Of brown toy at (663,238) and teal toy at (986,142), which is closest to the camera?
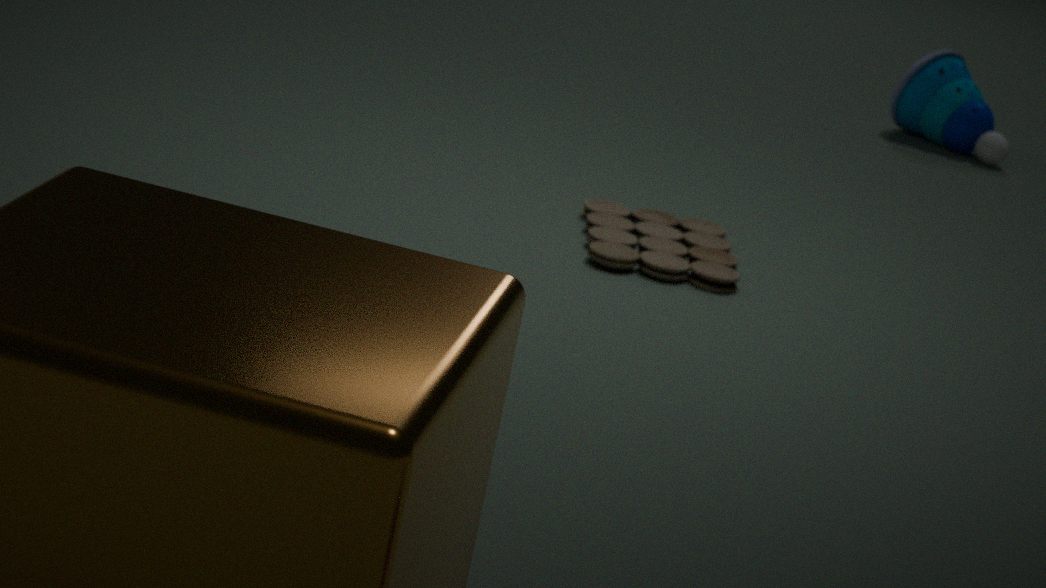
brown toy at (663,238)
